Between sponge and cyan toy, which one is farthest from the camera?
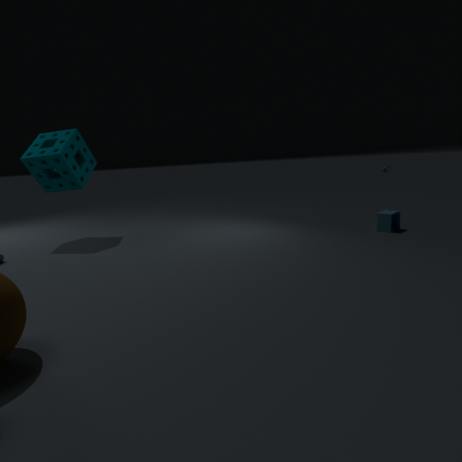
sponge
